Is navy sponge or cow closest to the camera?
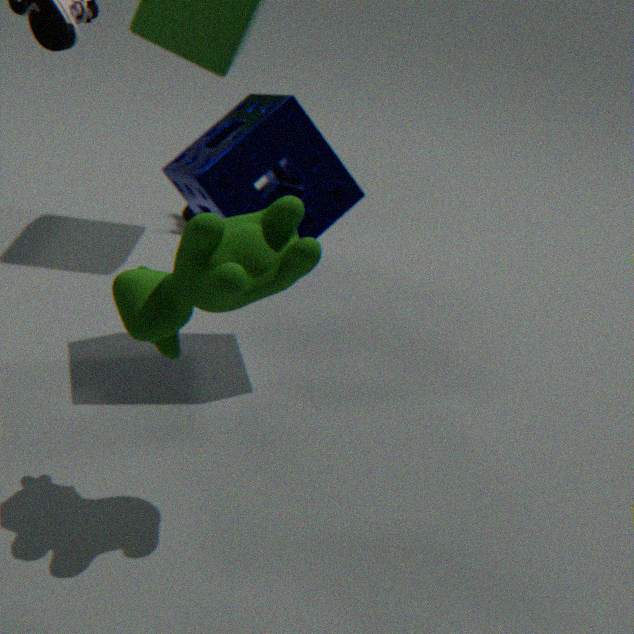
cow
